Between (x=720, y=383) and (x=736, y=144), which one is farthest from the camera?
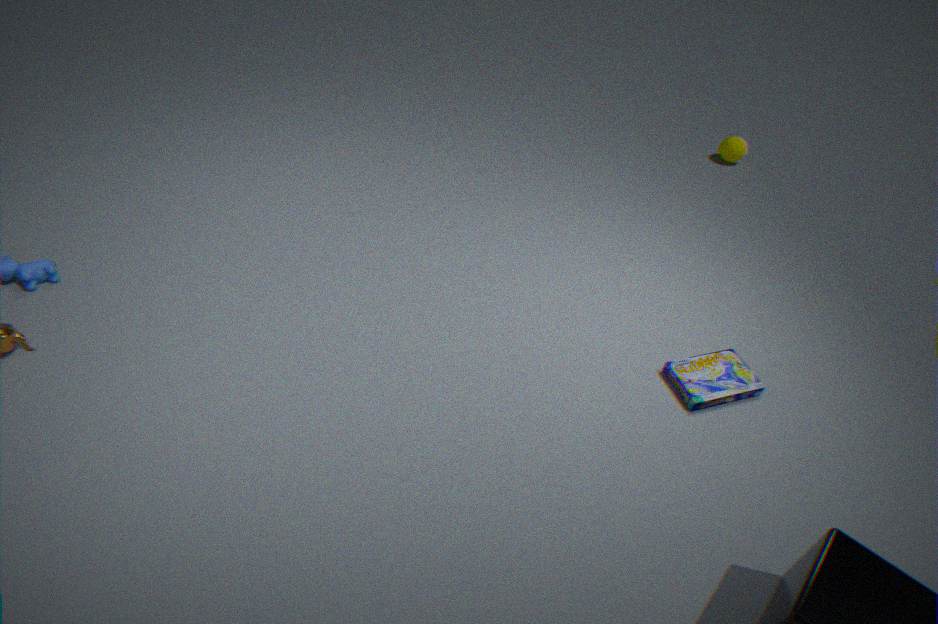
(x=736, y=144)
